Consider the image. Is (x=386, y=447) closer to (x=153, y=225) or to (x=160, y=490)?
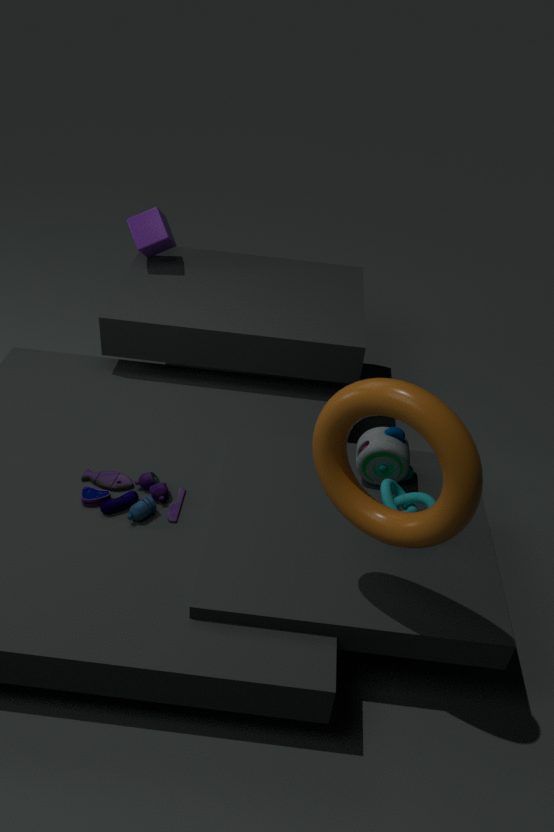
(x=160, y=490)
